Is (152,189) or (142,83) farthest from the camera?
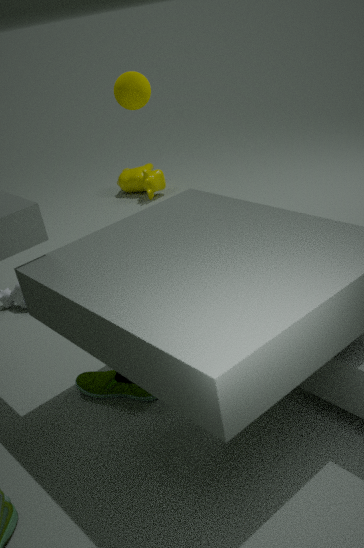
(152,189)
